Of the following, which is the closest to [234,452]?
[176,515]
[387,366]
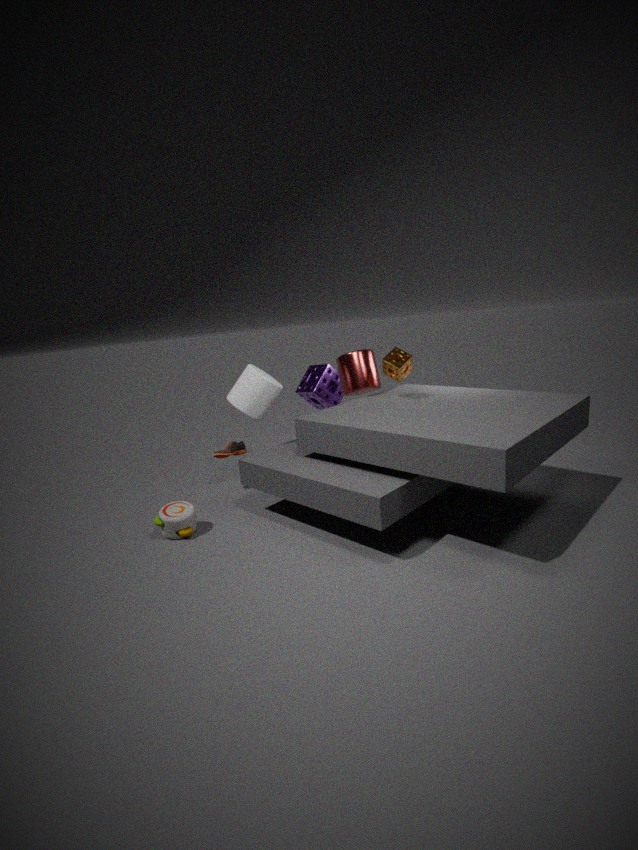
[176,515]
